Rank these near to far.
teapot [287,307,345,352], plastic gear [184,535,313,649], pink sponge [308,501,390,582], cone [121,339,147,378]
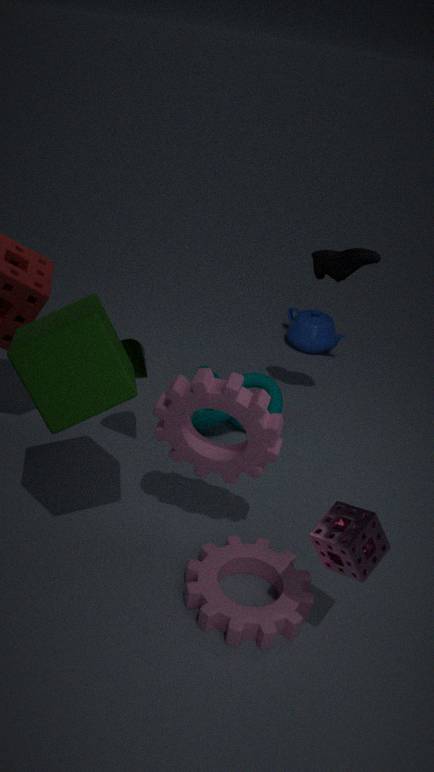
pink sponge [308,501,390,582]
plastic gear [184,535,313,649]
cone [121,339,147,378]
teapot [287,307,345,352]
